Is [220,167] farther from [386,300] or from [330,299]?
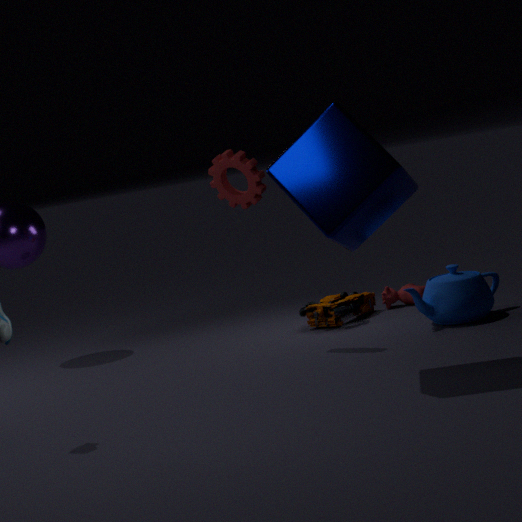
[386,300]
